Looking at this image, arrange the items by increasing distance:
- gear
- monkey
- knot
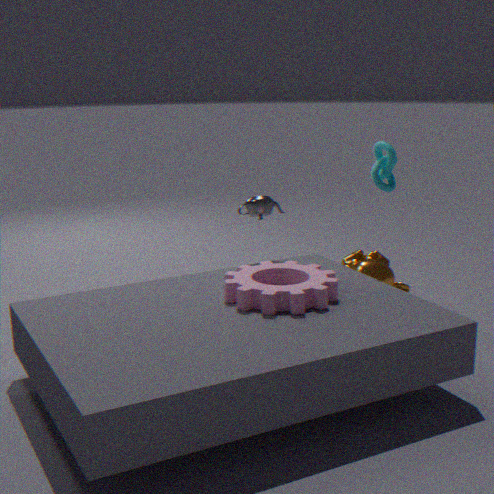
gear
knot
monkey
